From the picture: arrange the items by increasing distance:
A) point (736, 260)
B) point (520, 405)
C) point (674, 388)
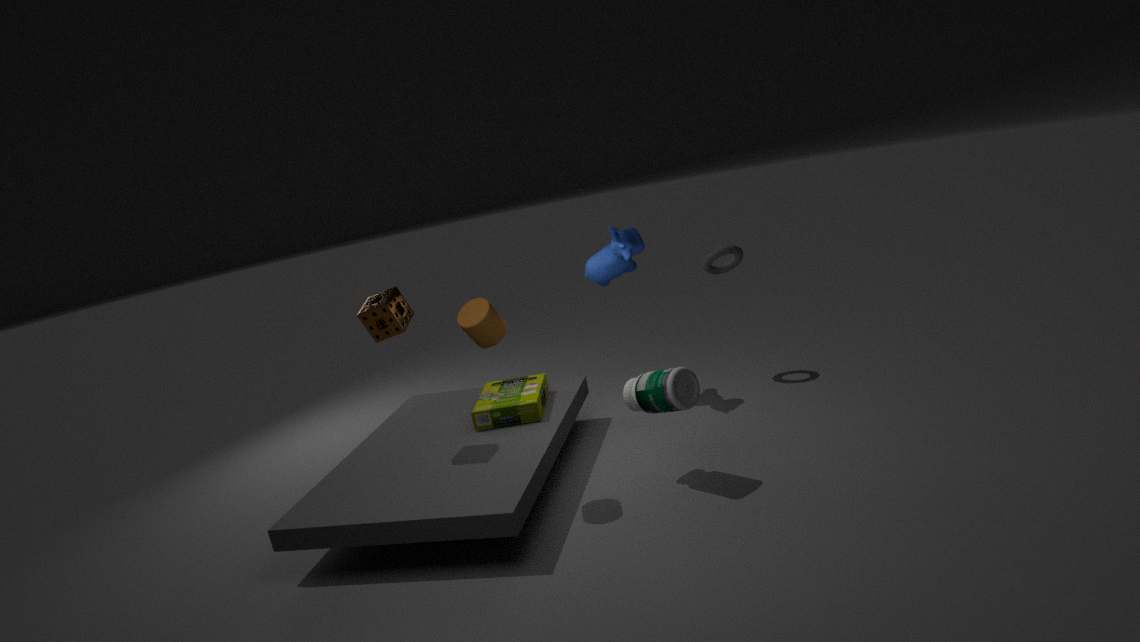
1. point (674, 388)
2. point (520, 405)
3. point (736, 260)
